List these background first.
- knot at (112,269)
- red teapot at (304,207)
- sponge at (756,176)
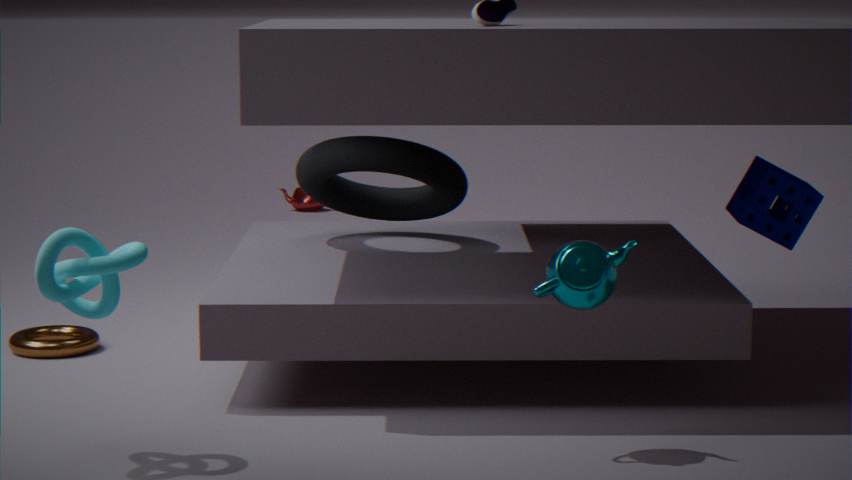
red teapot at (304,207), sponge at (756,176), knot at (112,269)
